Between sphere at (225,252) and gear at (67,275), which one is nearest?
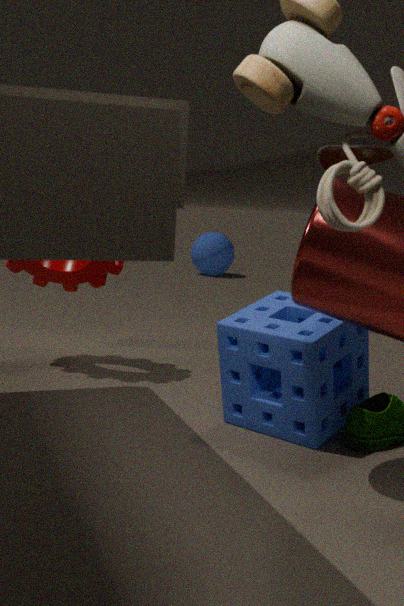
gear at (67,275)
